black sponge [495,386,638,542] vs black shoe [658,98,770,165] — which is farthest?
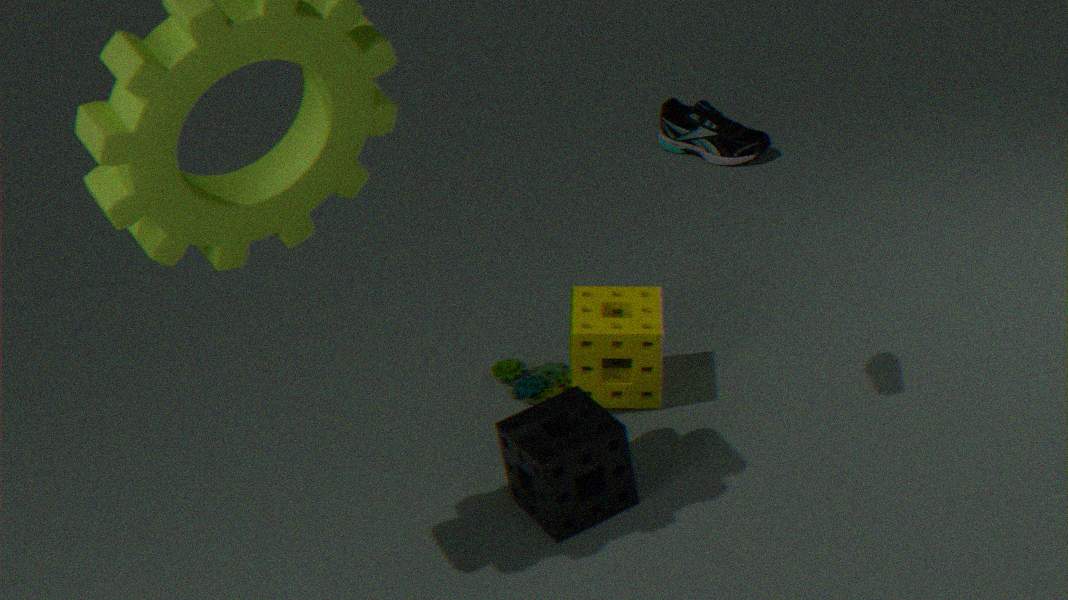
black shoe [658,98,770,165]
